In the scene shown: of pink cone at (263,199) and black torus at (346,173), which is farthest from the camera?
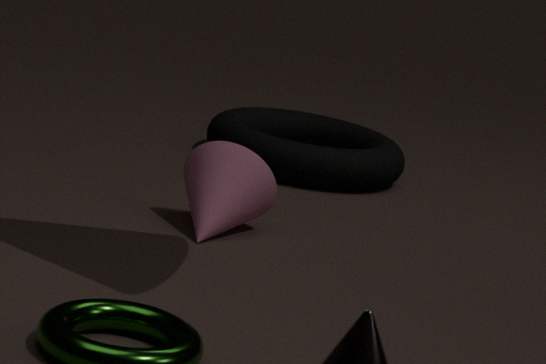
black torus at (346,173)
